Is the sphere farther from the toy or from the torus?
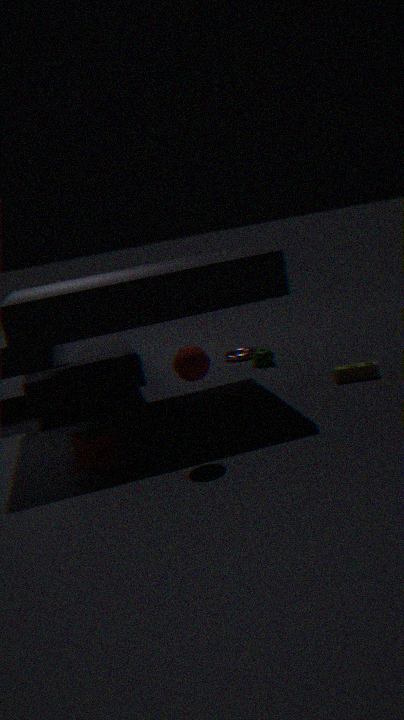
the torus
